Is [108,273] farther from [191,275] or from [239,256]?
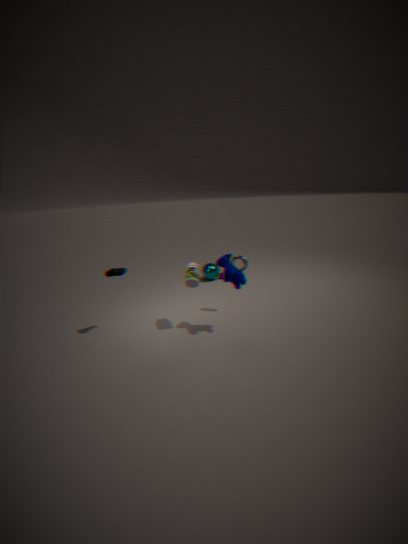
[239,256]
